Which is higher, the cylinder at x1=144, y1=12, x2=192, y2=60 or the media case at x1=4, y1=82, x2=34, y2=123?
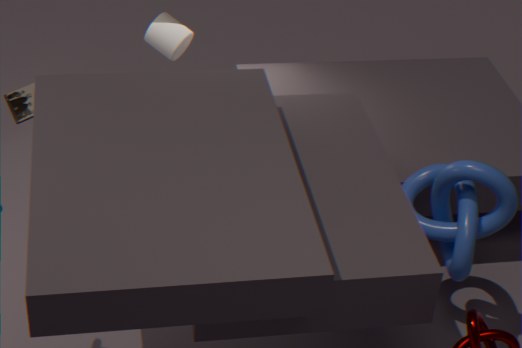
the cylinder at x1=144, y1=12, x2=192, y2=60
